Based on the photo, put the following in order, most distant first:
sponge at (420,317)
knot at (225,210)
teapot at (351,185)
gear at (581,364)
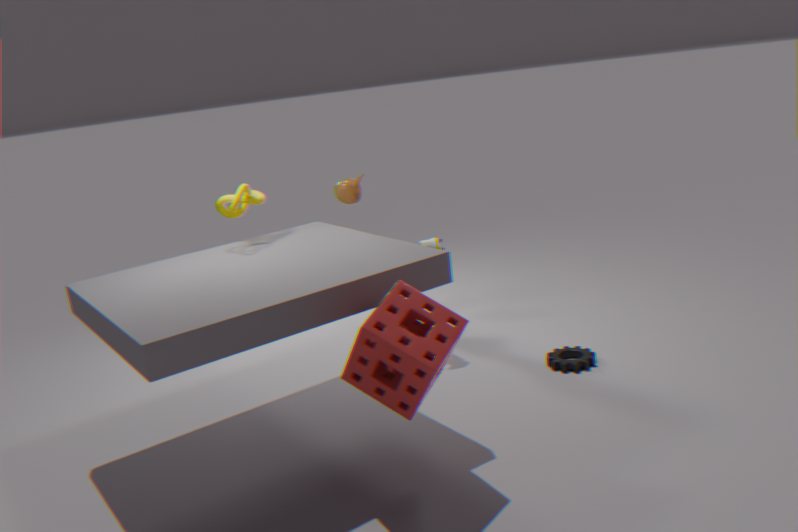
teapot at (351,185) < gear at (581,364) < knot at (225,210) < sponge at (420,317)
